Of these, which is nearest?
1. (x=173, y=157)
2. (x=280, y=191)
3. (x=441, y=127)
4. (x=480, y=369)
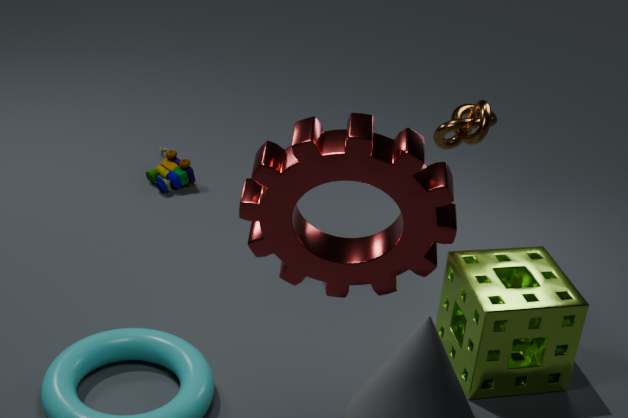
(x=280, y=191)
